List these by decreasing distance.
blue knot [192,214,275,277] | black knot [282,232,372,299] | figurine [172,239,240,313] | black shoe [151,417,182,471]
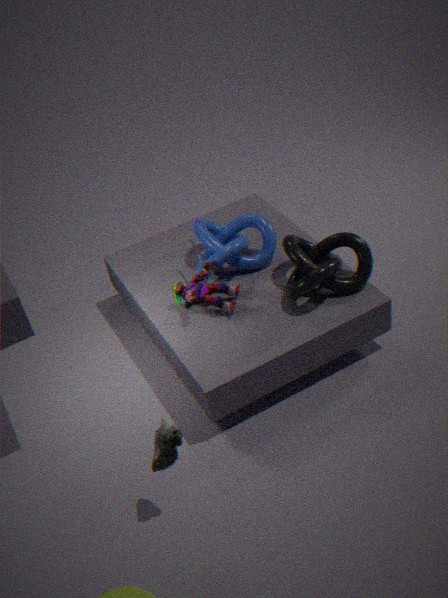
blue knot [192,214,275,277] < figurine [172,239,240,313] < black knot [282,232,372,299] < black shoe [151,417,182,471]
